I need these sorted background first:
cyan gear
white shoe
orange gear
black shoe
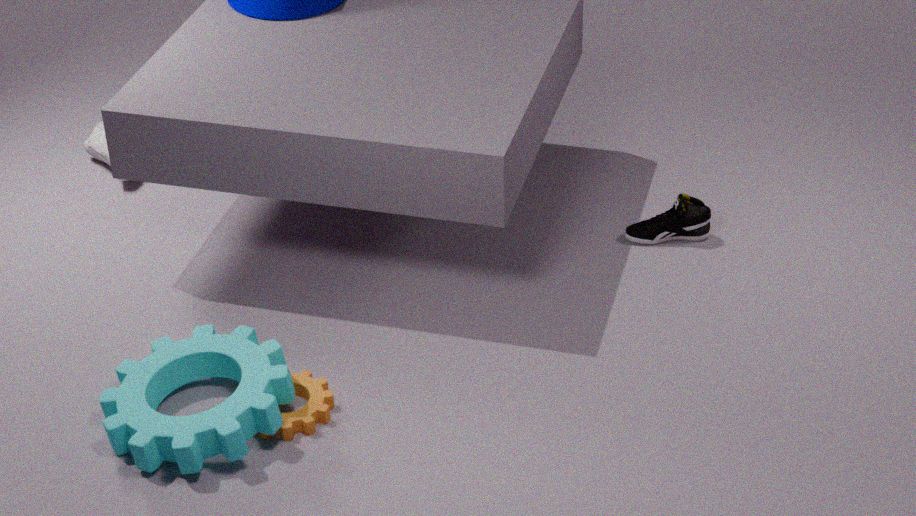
white shoe → black shoe → orange gear → cyan gear
